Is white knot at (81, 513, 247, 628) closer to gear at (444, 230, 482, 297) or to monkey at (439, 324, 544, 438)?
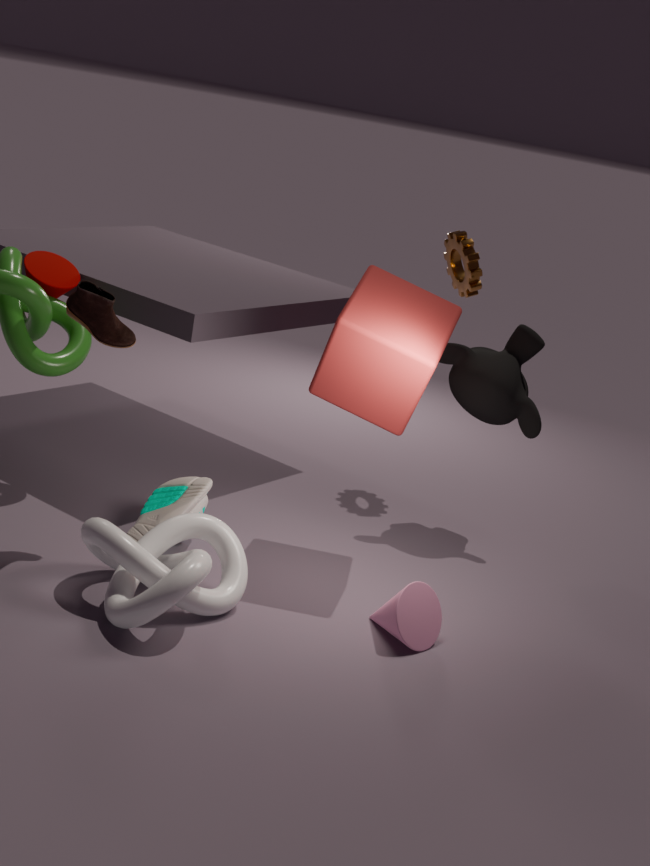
→ monkey at (439, 324, 544, 438)
